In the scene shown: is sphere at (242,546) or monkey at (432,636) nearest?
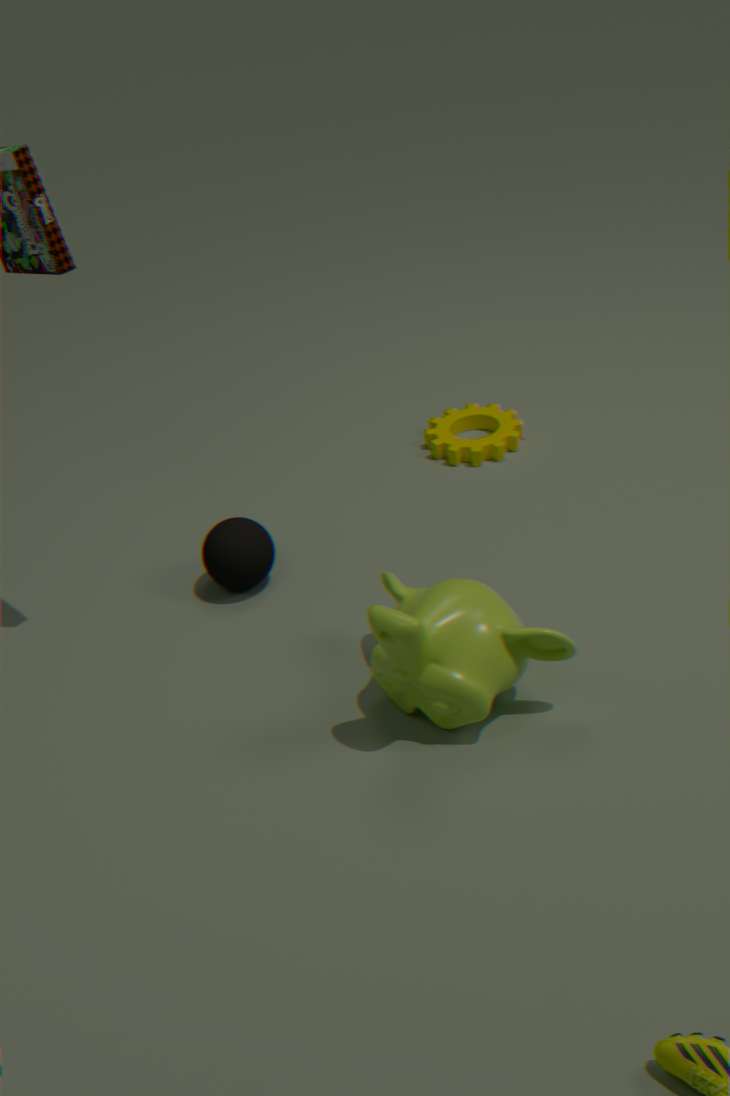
monkey at (432,636)
